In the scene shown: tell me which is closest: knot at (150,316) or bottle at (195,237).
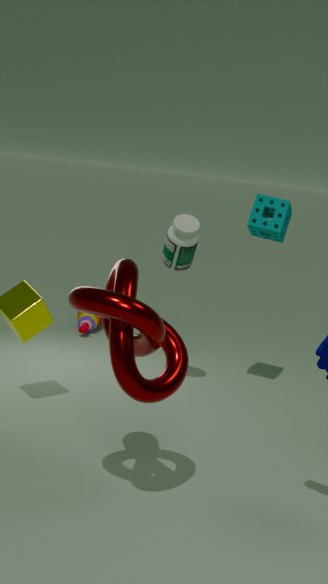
knot at (150,316)
